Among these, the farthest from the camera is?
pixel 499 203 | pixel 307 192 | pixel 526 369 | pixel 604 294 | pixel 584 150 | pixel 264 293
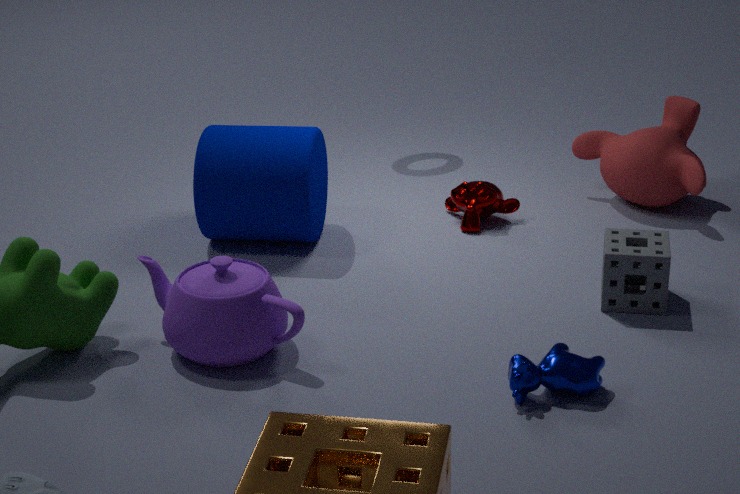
pixel 584 150
